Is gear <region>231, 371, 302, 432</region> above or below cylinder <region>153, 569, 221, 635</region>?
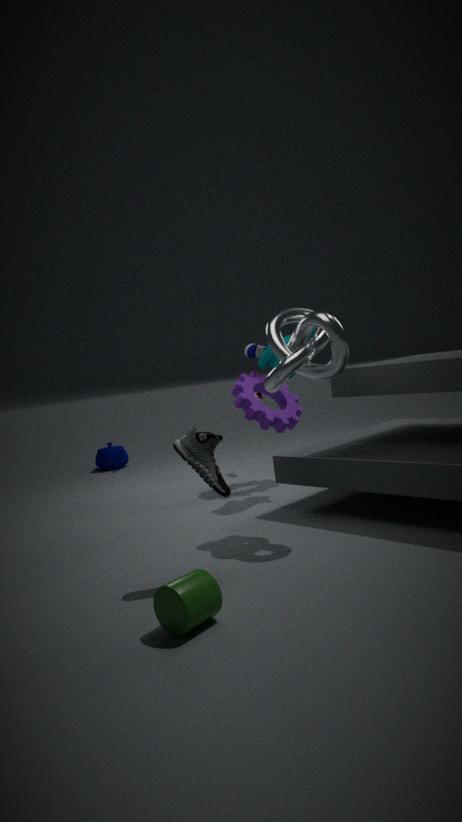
above
